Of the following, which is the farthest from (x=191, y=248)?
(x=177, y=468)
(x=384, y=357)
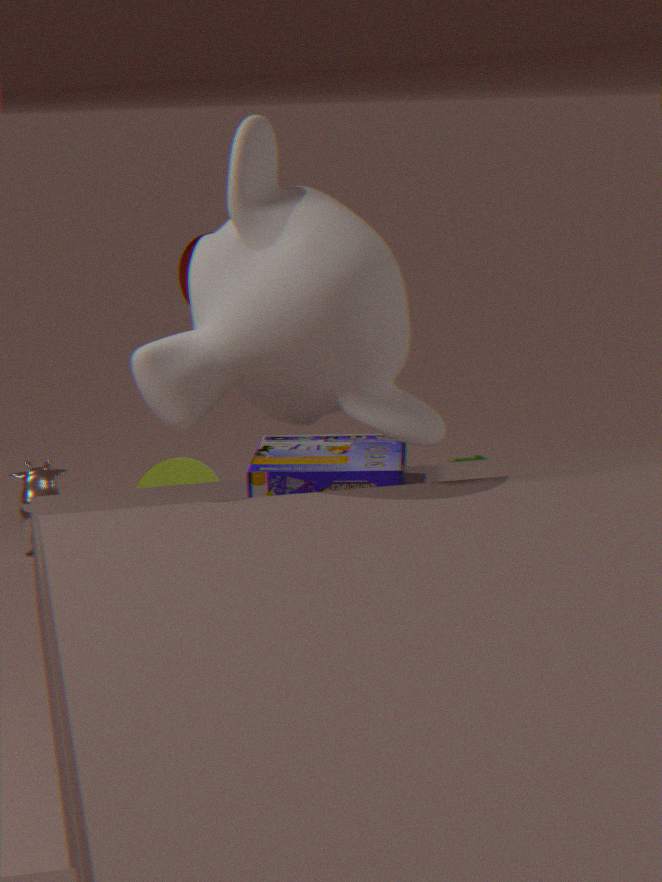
→ (x=384, y=357)
